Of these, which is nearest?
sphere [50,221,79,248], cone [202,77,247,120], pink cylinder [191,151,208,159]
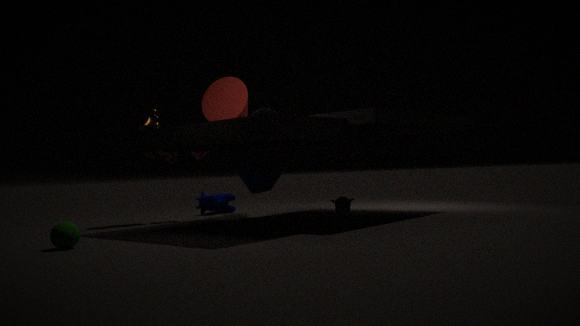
sphere [50,221,79,248]
